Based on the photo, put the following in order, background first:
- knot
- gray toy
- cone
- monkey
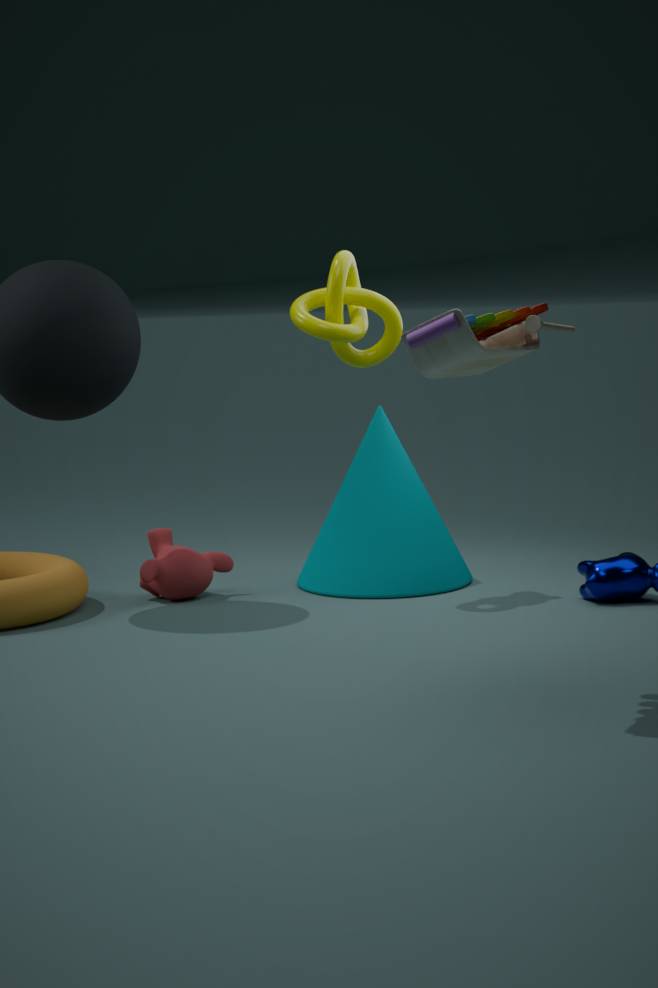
1. cone
2. monkey
3. knot
4. gray toy
